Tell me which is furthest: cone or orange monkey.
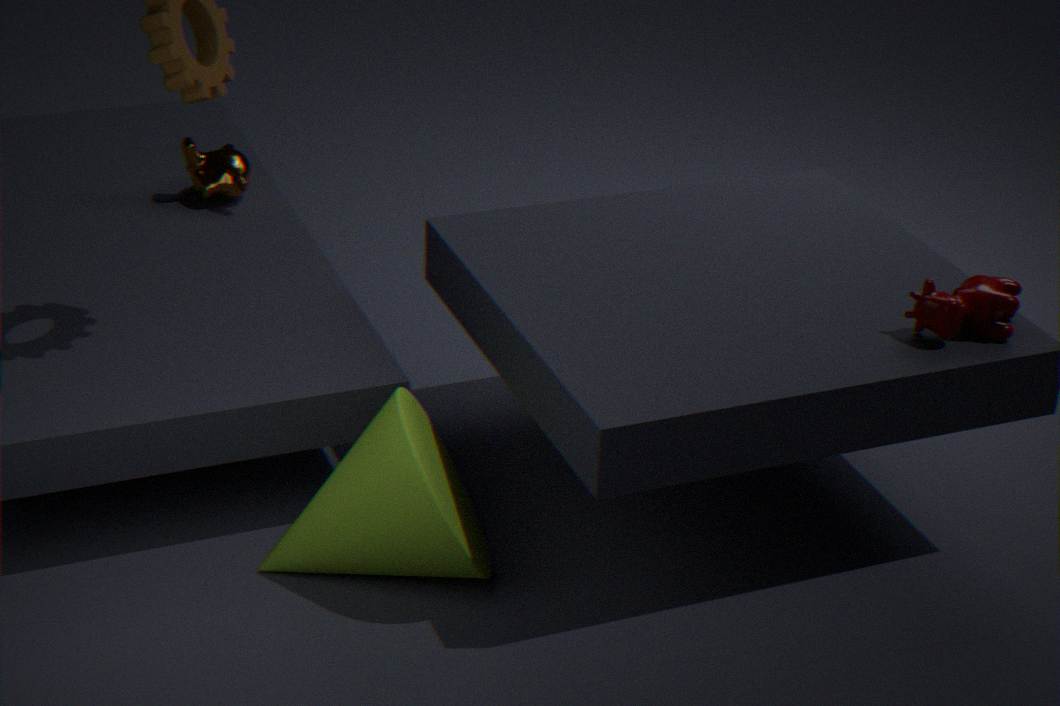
orange monkey
